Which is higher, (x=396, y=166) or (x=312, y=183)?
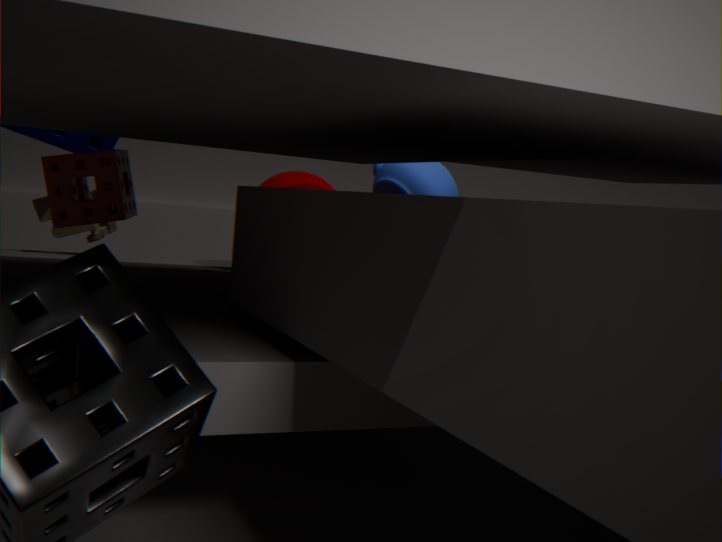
(x=396, y=166)
